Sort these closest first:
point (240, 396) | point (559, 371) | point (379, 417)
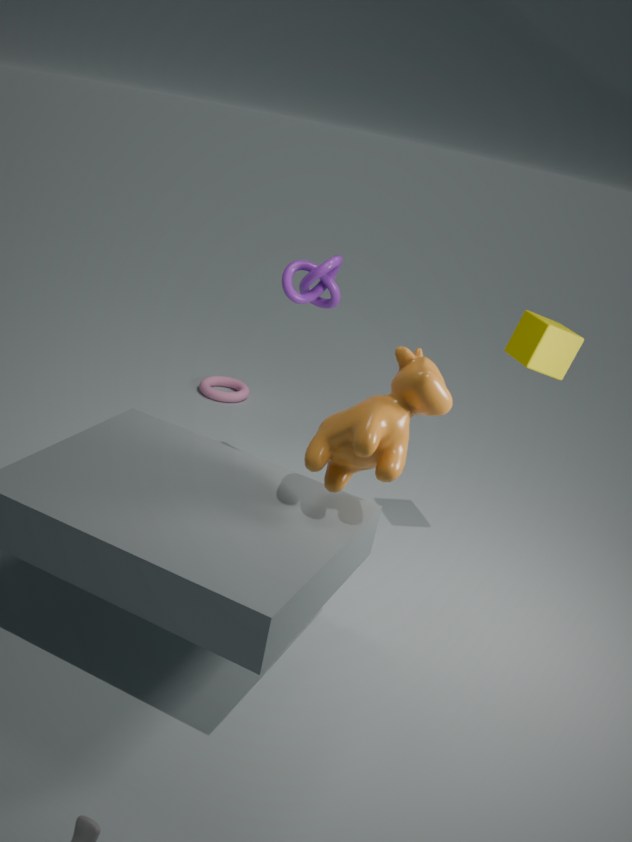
point (379, 417) < point (559, 371) < point (240, 396)
